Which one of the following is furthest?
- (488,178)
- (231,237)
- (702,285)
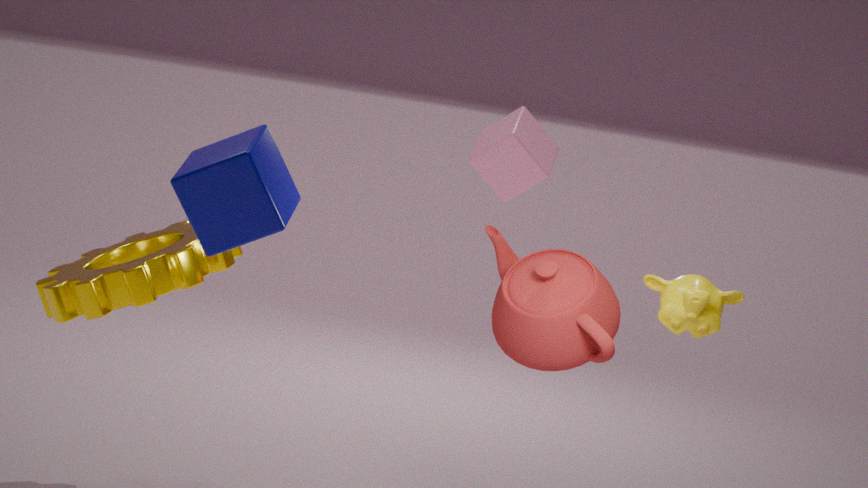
(488,178)
